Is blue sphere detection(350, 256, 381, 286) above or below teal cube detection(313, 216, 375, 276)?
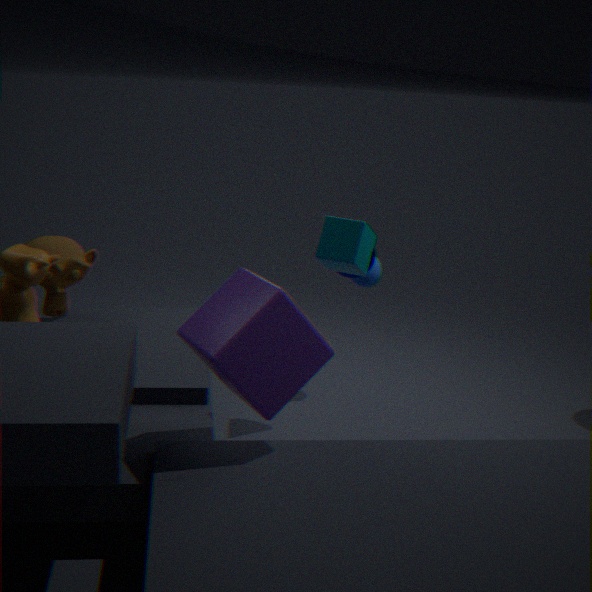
below
